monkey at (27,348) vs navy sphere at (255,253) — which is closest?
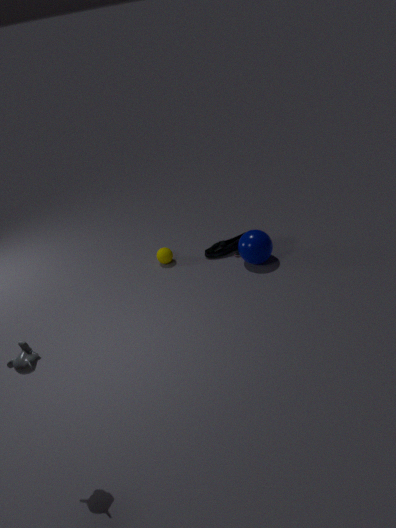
monkey at (27,348)
